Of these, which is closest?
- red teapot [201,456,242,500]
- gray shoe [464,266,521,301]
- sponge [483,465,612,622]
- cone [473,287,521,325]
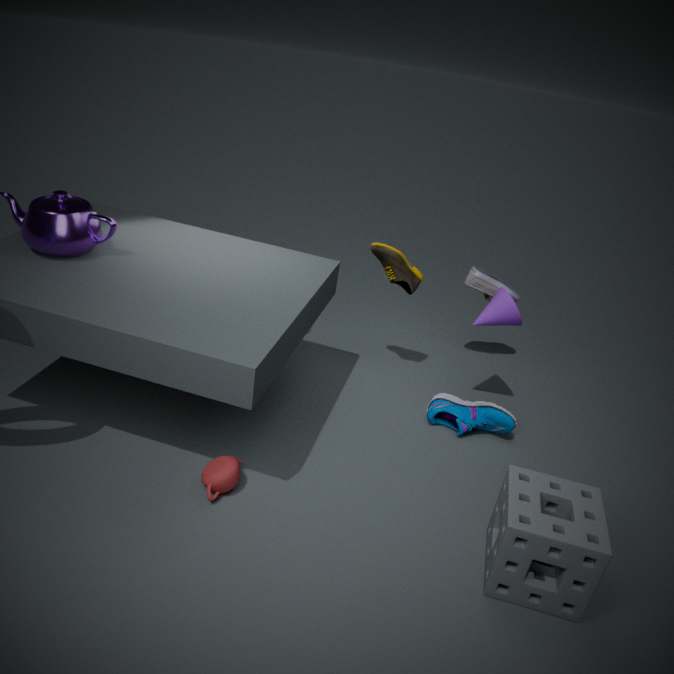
sponge [483,465,612,622]
